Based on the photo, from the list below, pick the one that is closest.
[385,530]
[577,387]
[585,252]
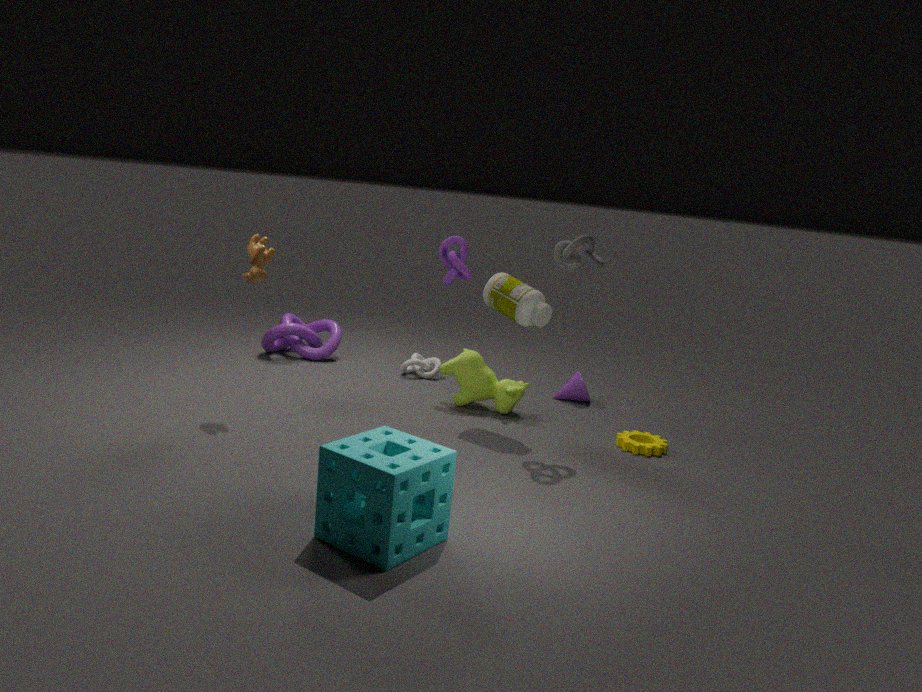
[385,530]
